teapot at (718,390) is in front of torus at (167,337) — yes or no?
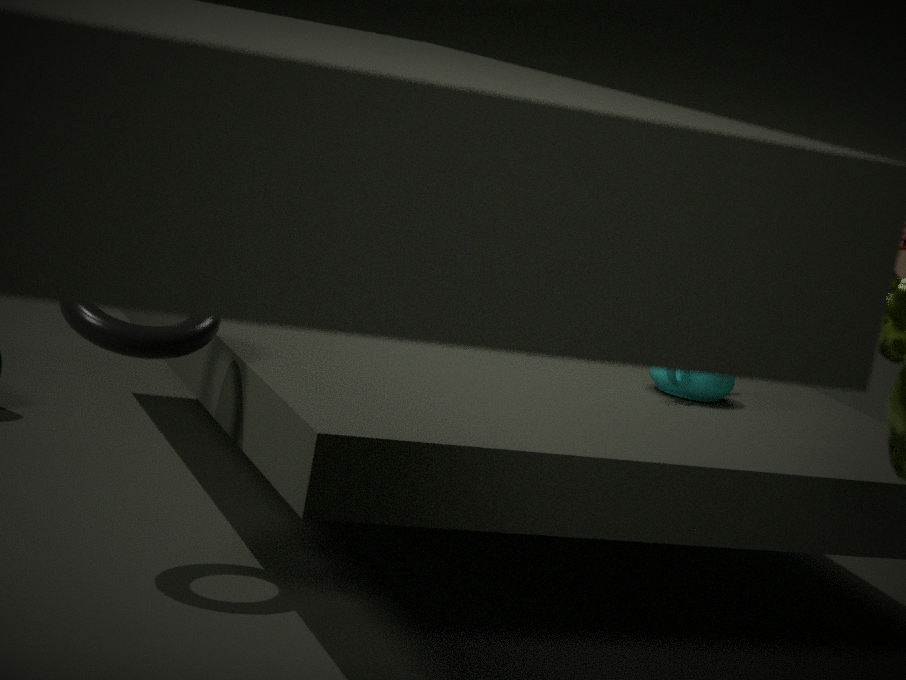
No
